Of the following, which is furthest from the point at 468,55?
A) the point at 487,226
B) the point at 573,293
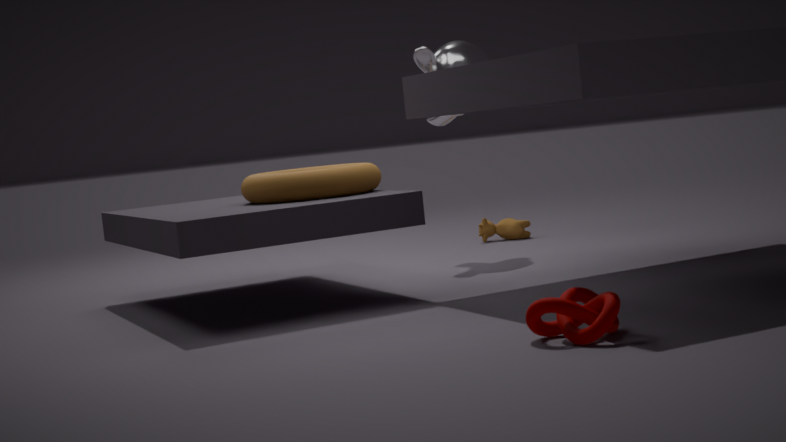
the point at 573,293
